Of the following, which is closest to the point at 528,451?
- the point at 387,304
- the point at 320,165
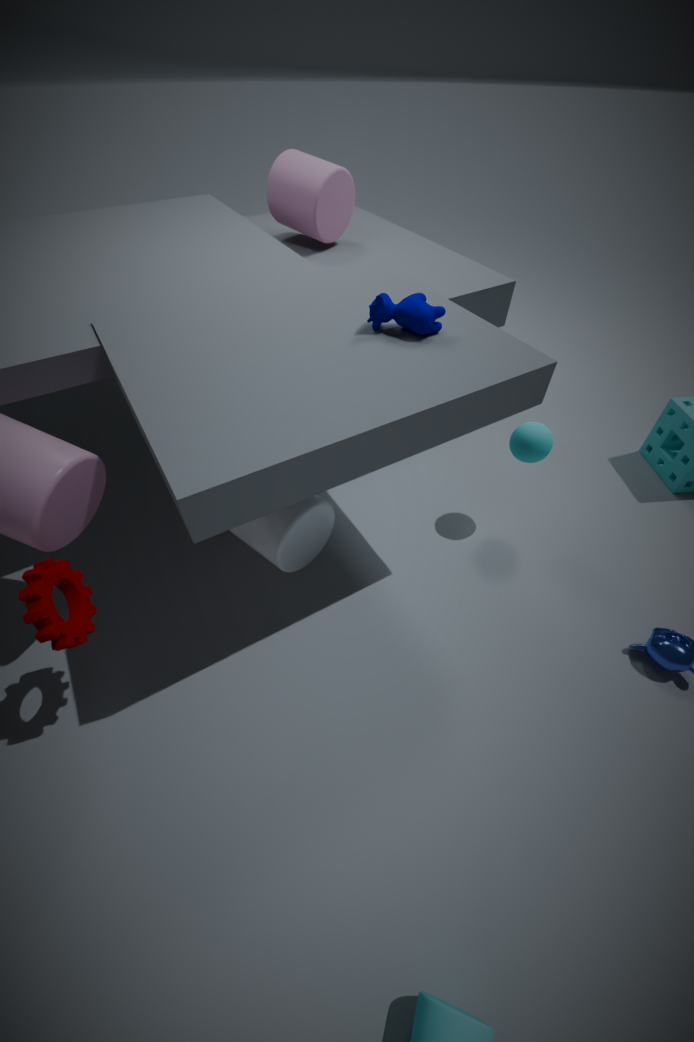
the point at 387,304
